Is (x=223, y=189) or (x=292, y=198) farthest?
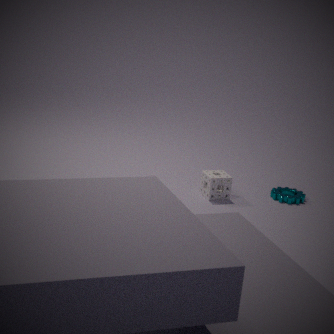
(x=292, y=198)
